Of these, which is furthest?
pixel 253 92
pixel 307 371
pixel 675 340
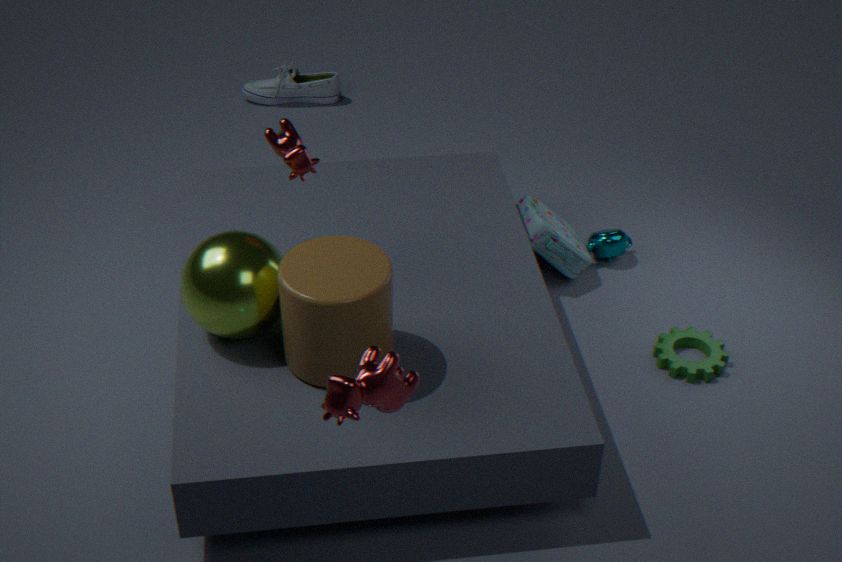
pixel 253 92
